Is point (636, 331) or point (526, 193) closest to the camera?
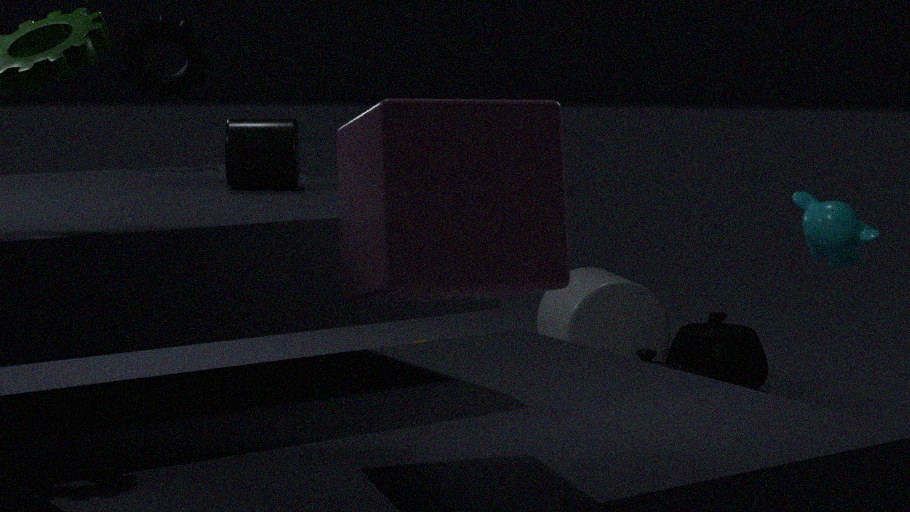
point (526, 193)
